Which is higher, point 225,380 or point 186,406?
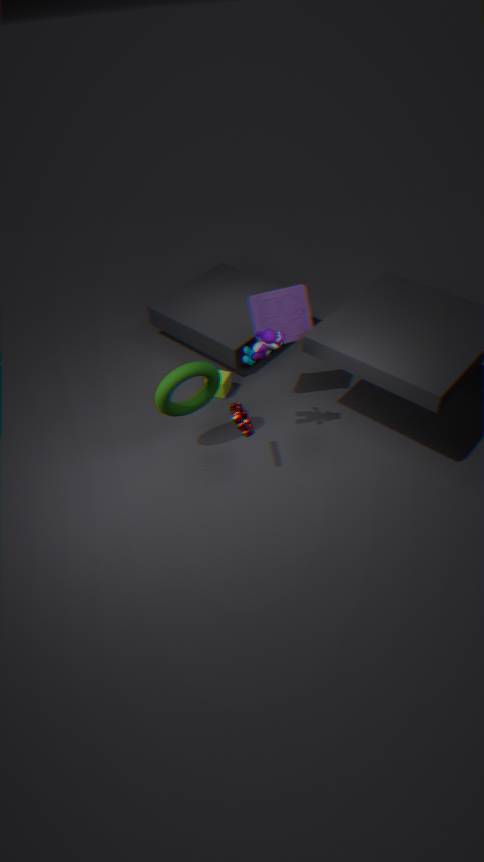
point 186,406
